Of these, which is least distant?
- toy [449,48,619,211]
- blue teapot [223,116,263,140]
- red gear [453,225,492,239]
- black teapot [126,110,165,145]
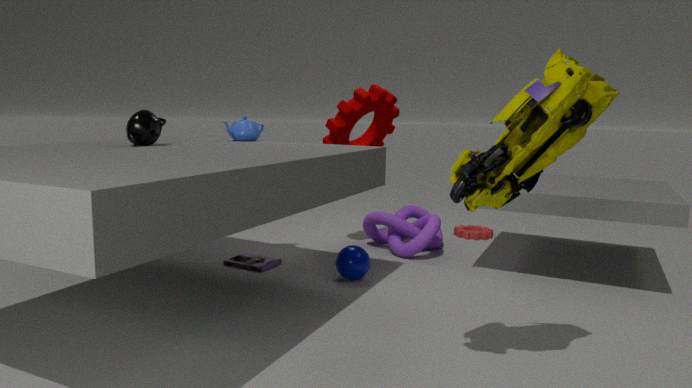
toy [449,48,619,211]
